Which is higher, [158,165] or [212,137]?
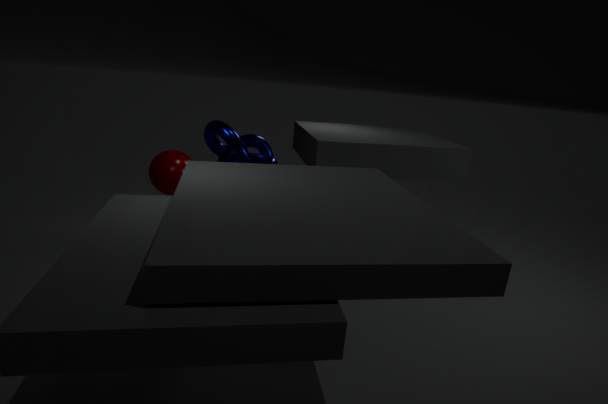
[212,137]
